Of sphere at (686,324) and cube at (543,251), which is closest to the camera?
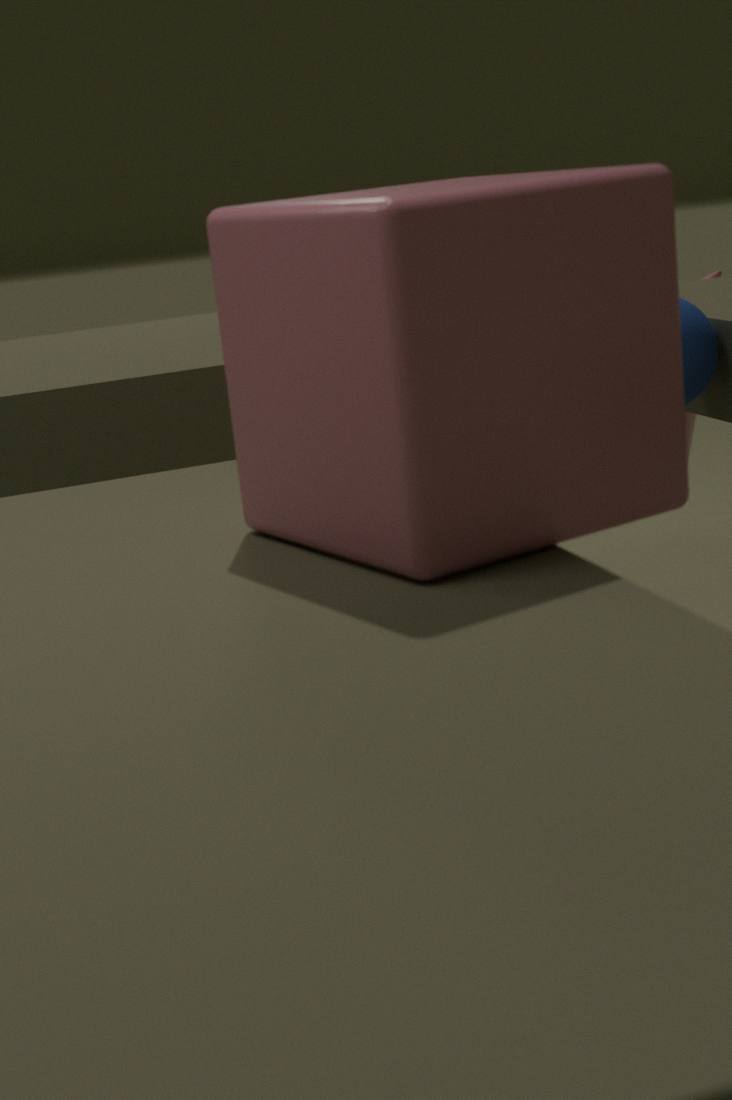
cube at (543,251)
